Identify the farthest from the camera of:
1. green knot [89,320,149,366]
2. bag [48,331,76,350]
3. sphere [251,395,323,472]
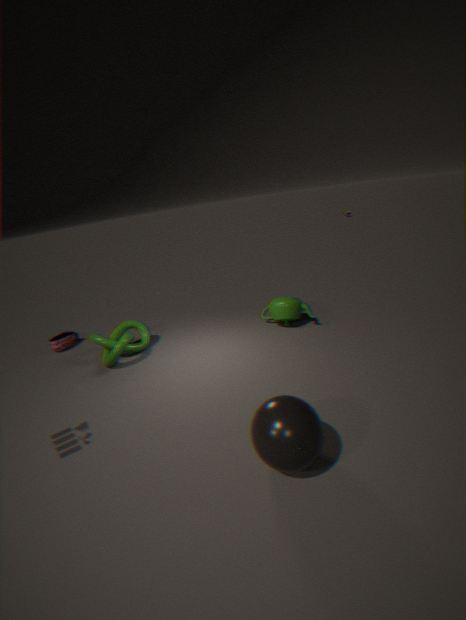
bag [48,331,76,350]
